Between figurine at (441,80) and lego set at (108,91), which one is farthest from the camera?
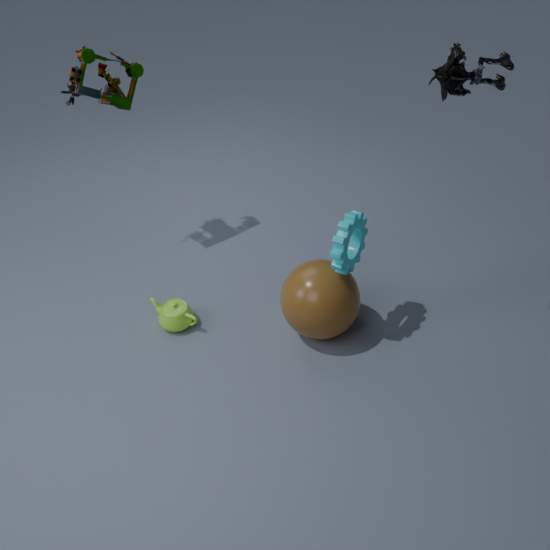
lego set at (108,91)
